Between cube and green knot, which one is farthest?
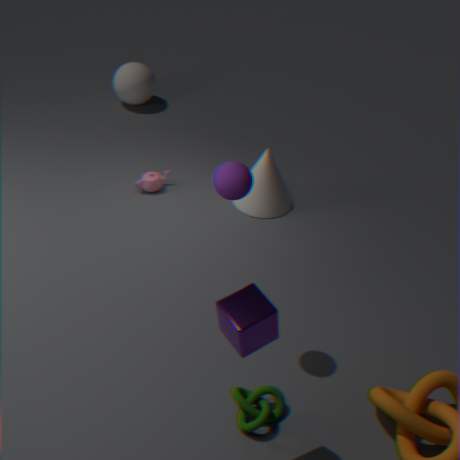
green knot
